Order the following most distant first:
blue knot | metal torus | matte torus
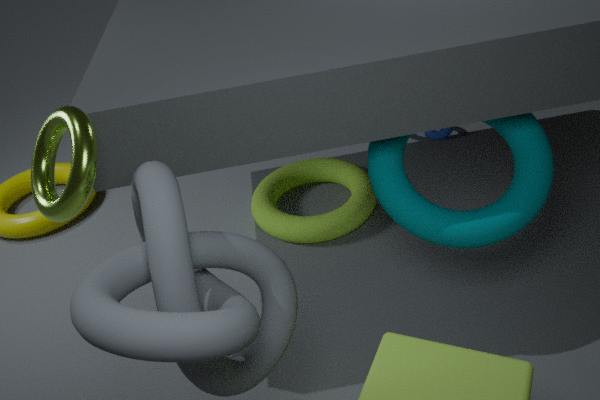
blue knot
matte torus
metal torus
